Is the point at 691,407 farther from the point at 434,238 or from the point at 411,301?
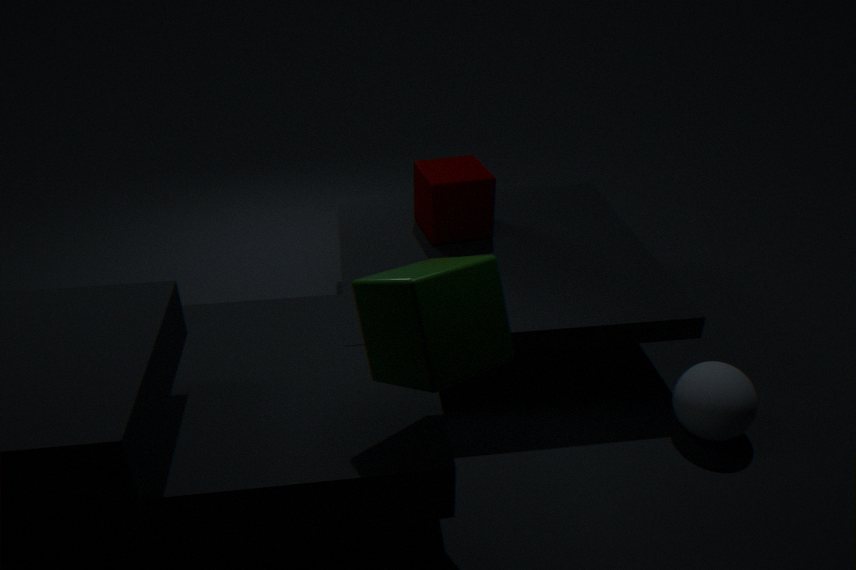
the point at 434,238
